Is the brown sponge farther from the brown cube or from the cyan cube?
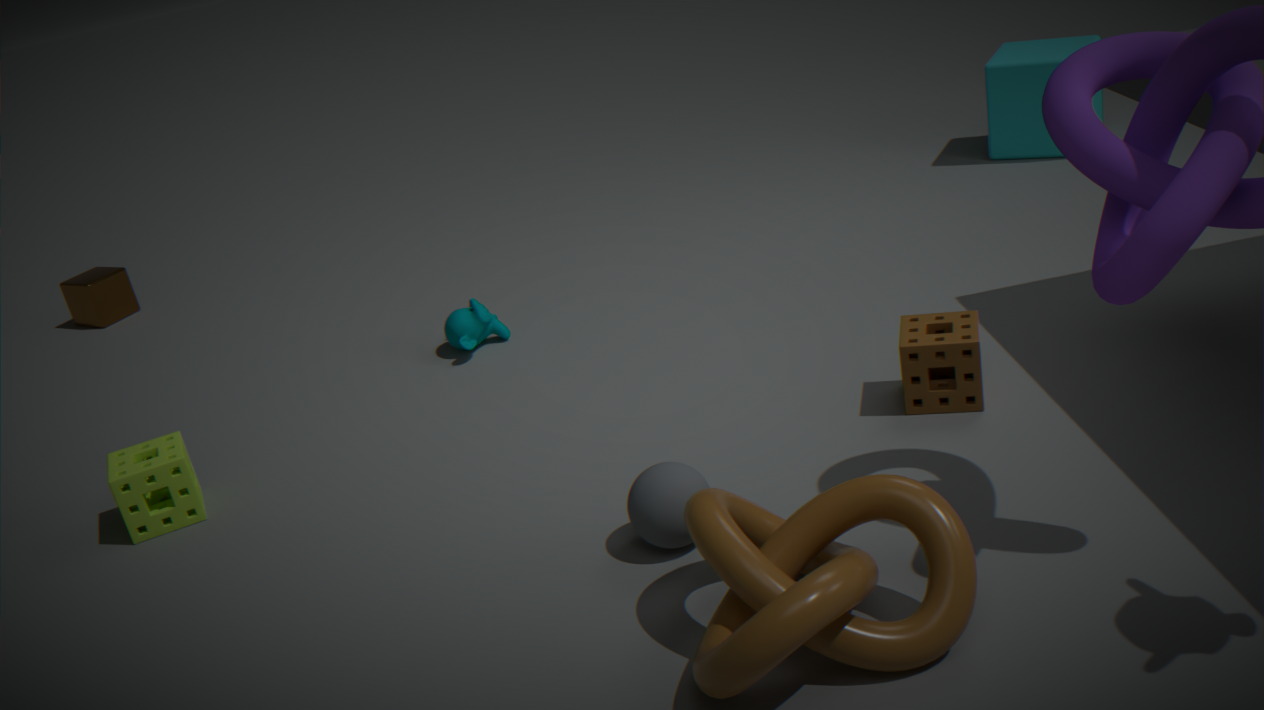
the brown cube
